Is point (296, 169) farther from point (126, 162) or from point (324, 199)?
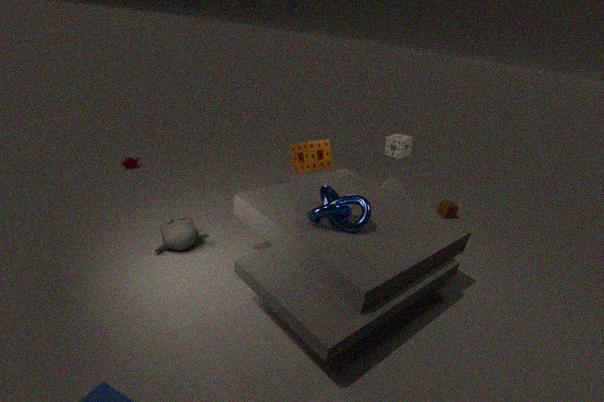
point (126, 162)
